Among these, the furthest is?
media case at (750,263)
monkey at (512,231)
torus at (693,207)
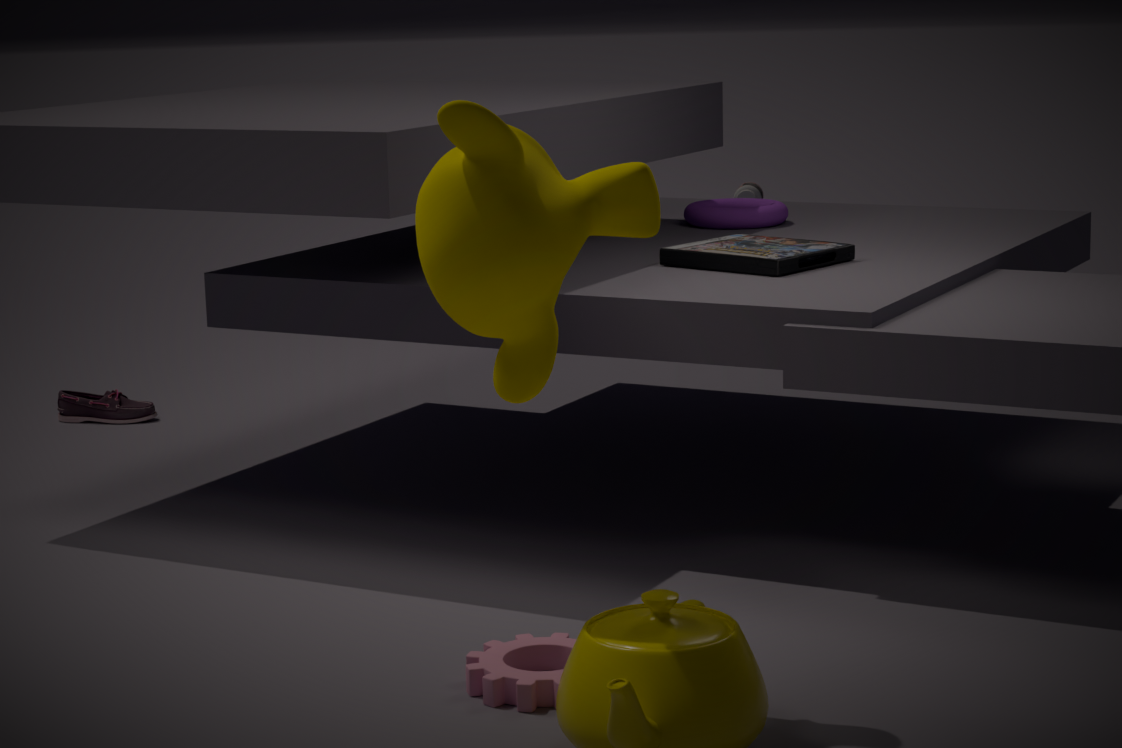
torus at (693,207)
